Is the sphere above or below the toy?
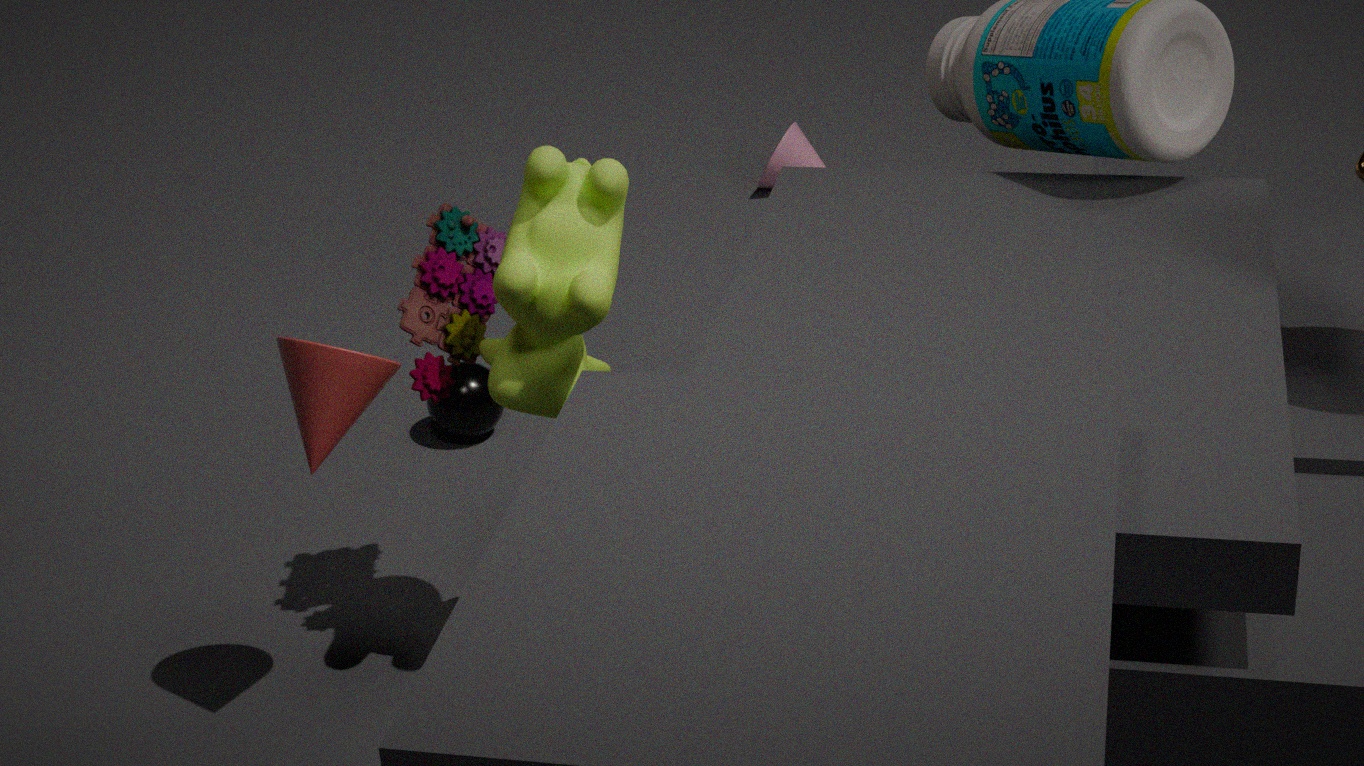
below
